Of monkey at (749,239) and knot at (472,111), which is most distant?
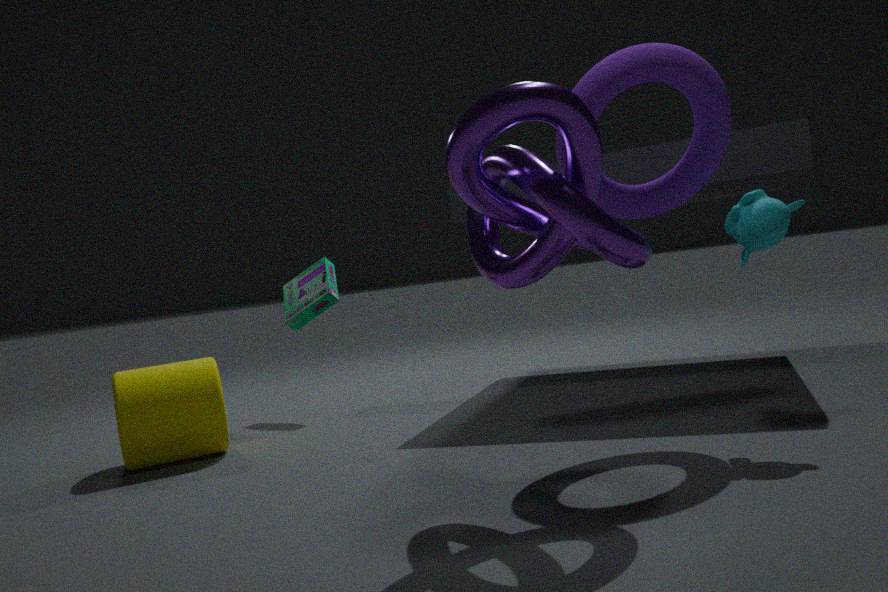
monkey at (749,239)
